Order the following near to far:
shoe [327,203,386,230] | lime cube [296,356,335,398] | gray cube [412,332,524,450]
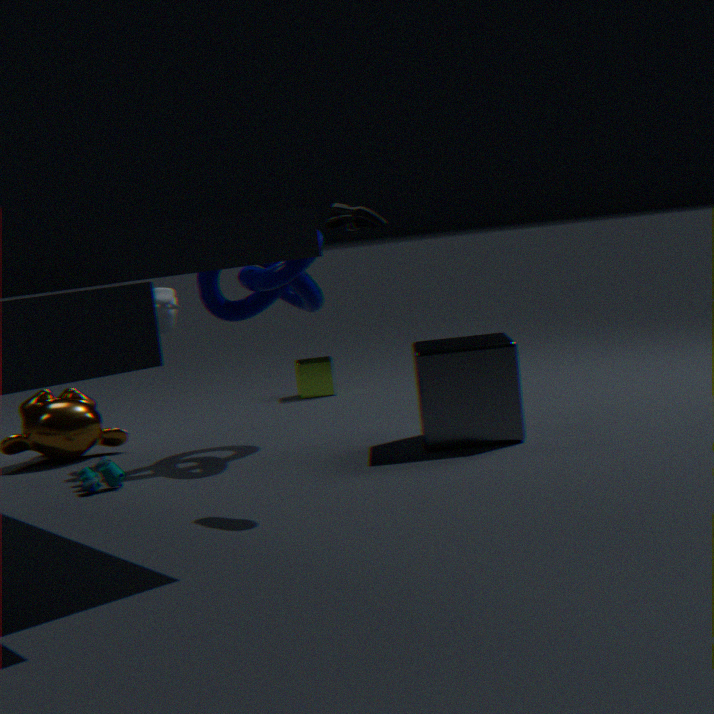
shoe [327,203,386,230] → gray cube [412,332,524,450] → lime cube [296,356,335,398]
